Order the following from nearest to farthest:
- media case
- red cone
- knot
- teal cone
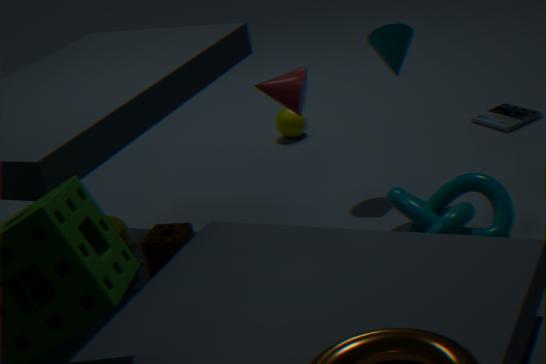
1. knot
2. red cone
3. teal cone
4. media case
